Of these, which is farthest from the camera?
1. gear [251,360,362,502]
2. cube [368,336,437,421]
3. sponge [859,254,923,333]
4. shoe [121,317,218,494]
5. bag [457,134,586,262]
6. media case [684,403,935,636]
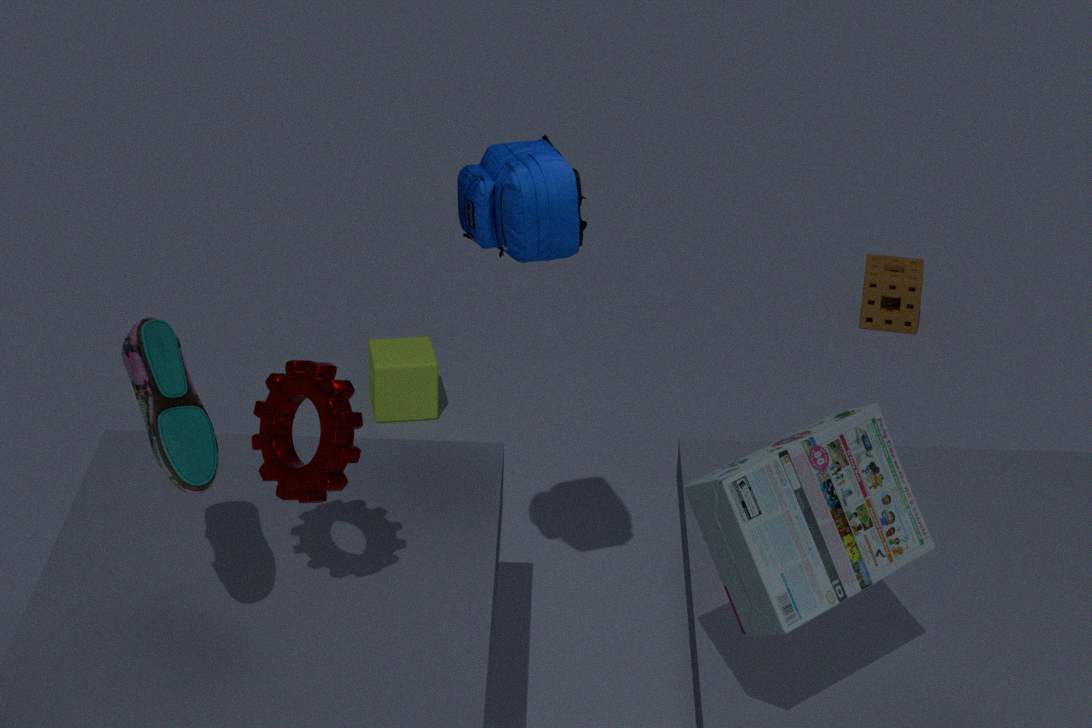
sponge [859,254,923,333]
